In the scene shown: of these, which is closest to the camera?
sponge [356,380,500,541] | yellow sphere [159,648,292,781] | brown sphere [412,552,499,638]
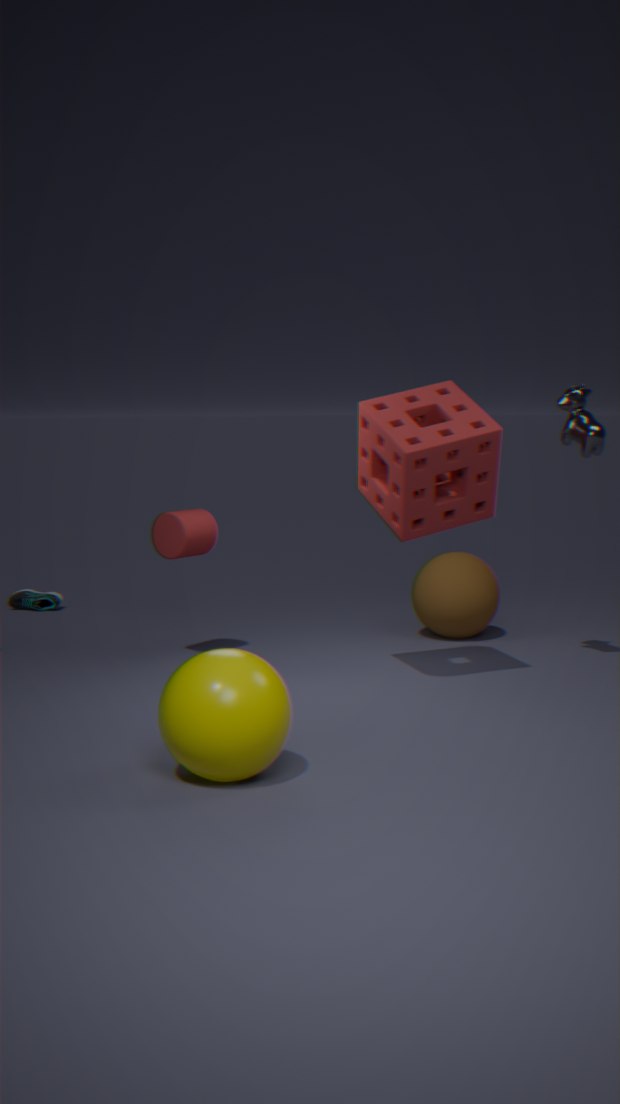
yellow sphere [159,648,292,781]
